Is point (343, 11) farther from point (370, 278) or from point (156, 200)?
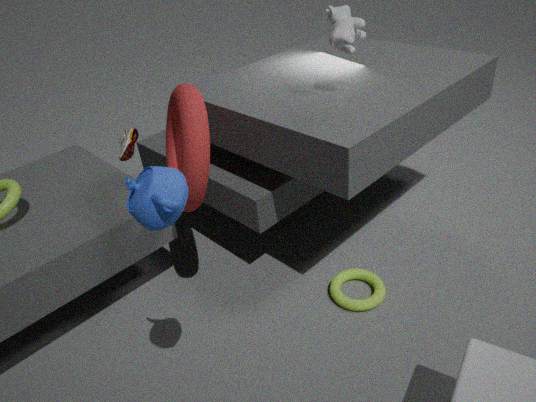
point (156, 200)
